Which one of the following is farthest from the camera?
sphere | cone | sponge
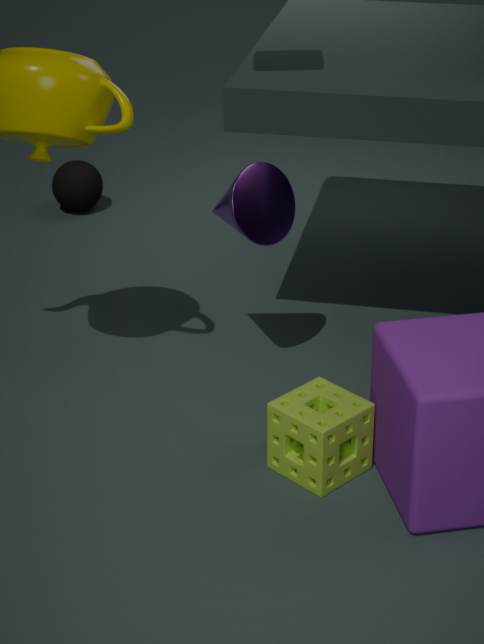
sphere
